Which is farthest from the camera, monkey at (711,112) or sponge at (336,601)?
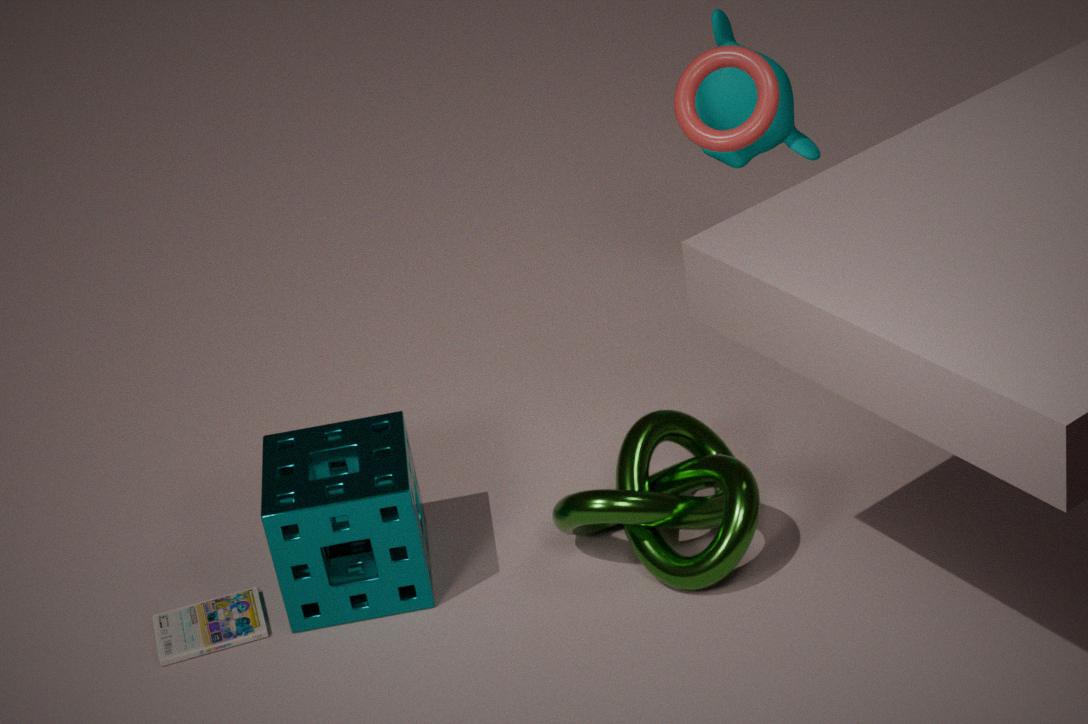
monkey at (711,112)
